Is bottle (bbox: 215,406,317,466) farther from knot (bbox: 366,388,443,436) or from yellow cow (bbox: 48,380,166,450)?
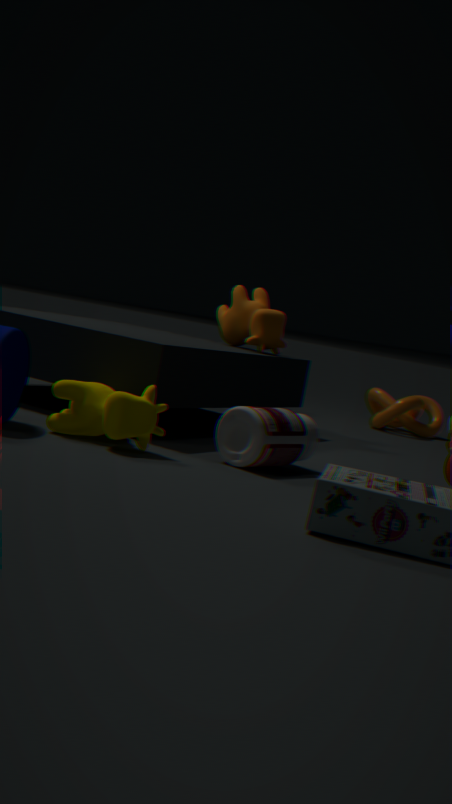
knot (bbox: 366,388,443,436)
